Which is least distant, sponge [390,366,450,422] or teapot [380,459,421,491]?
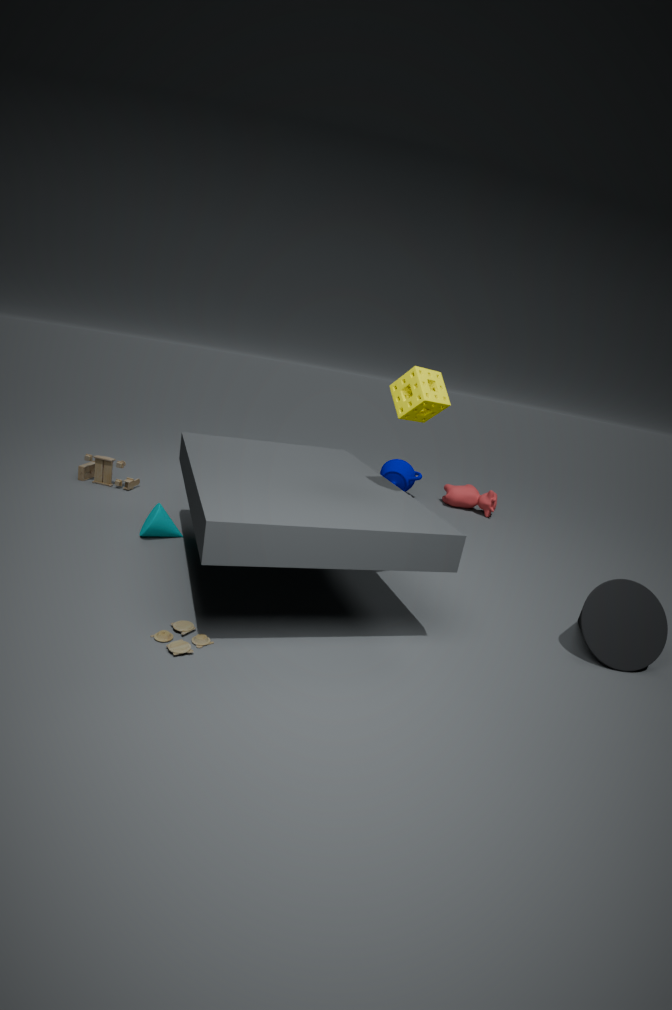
sponge [390,366,450,422]
